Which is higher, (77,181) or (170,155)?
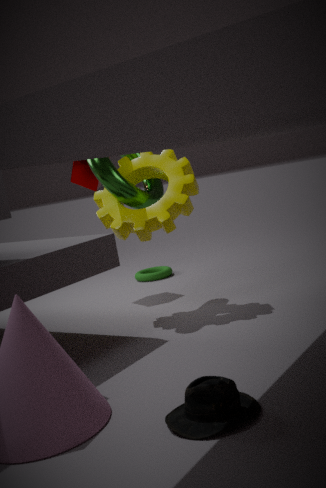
(77,181)
